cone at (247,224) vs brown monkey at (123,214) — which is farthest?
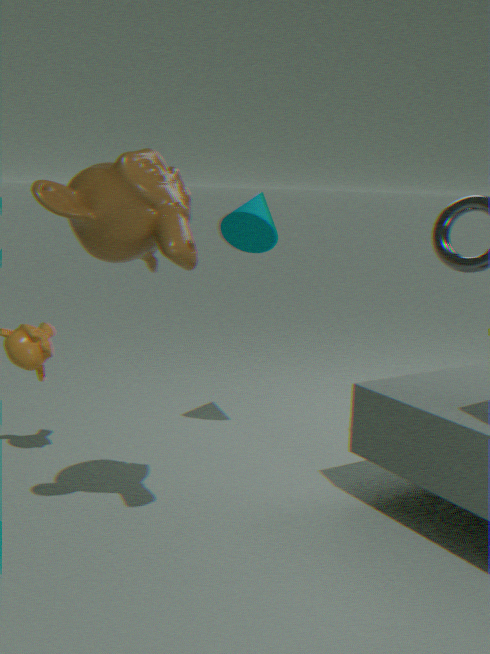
cone at (247,224)
